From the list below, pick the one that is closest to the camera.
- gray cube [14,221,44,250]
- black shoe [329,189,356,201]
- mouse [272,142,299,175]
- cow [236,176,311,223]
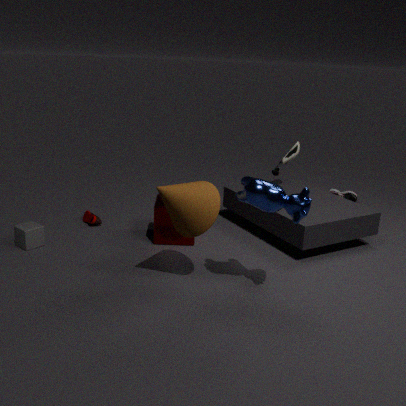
cow [236,176,311,223]
